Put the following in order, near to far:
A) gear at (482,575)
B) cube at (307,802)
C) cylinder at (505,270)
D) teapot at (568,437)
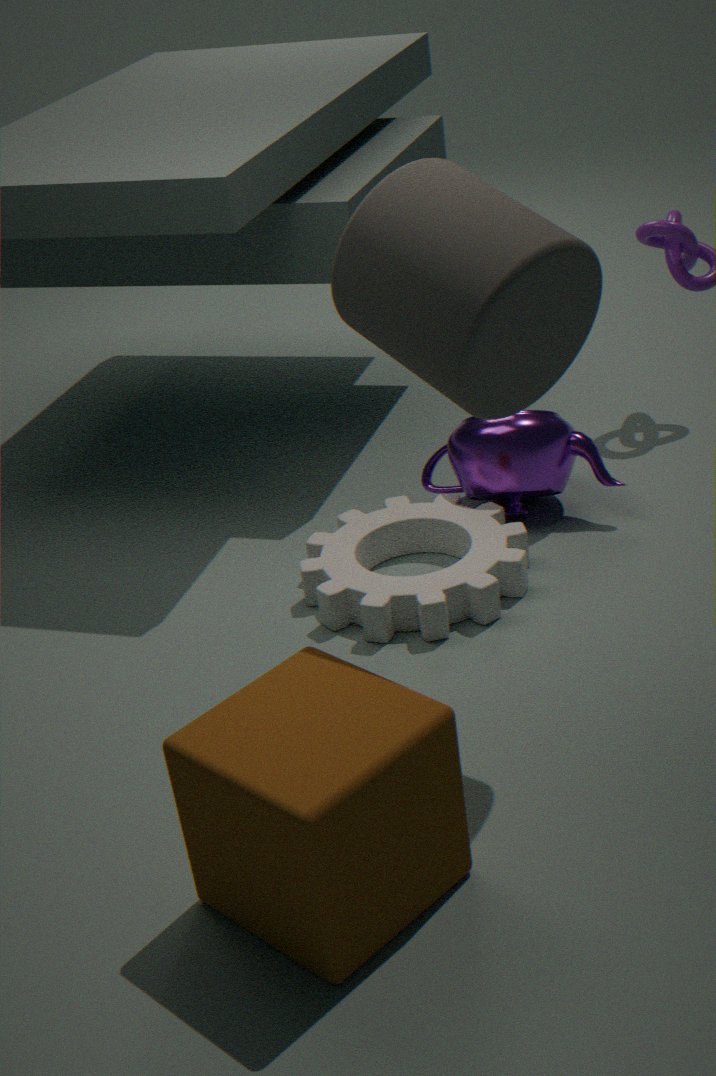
1. cube at (307,802)
2. cylinder at (505,270)
3. gear at (482,575)
4. teapot at (568,437)
